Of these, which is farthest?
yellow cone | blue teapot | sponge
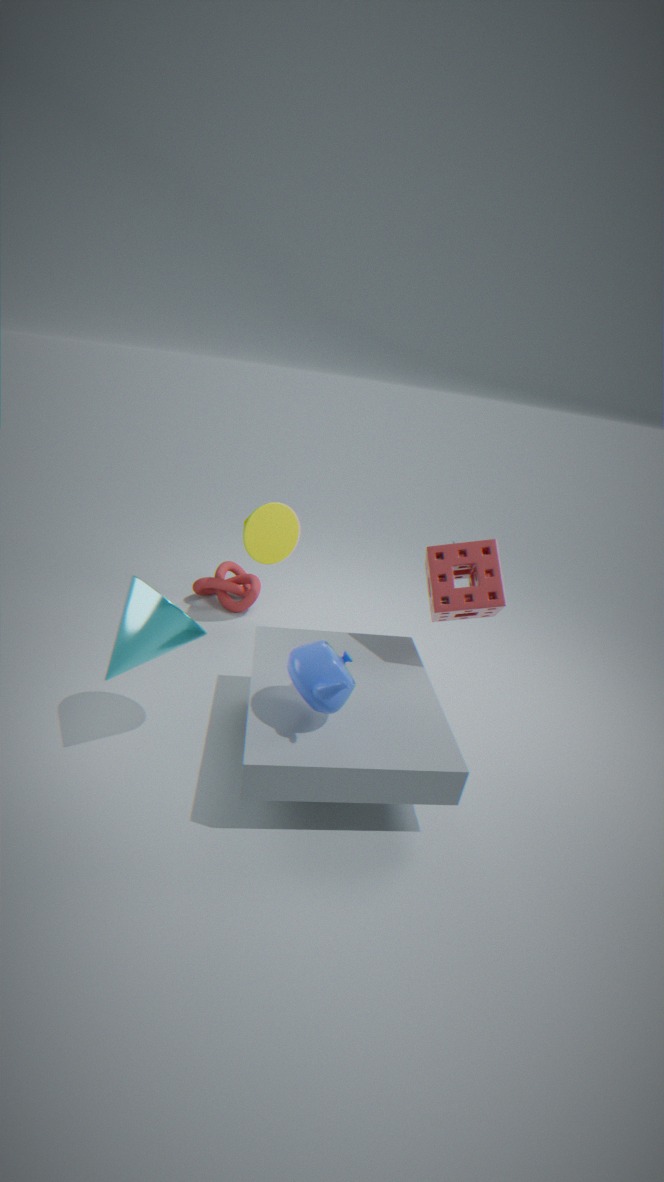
yellow cone
